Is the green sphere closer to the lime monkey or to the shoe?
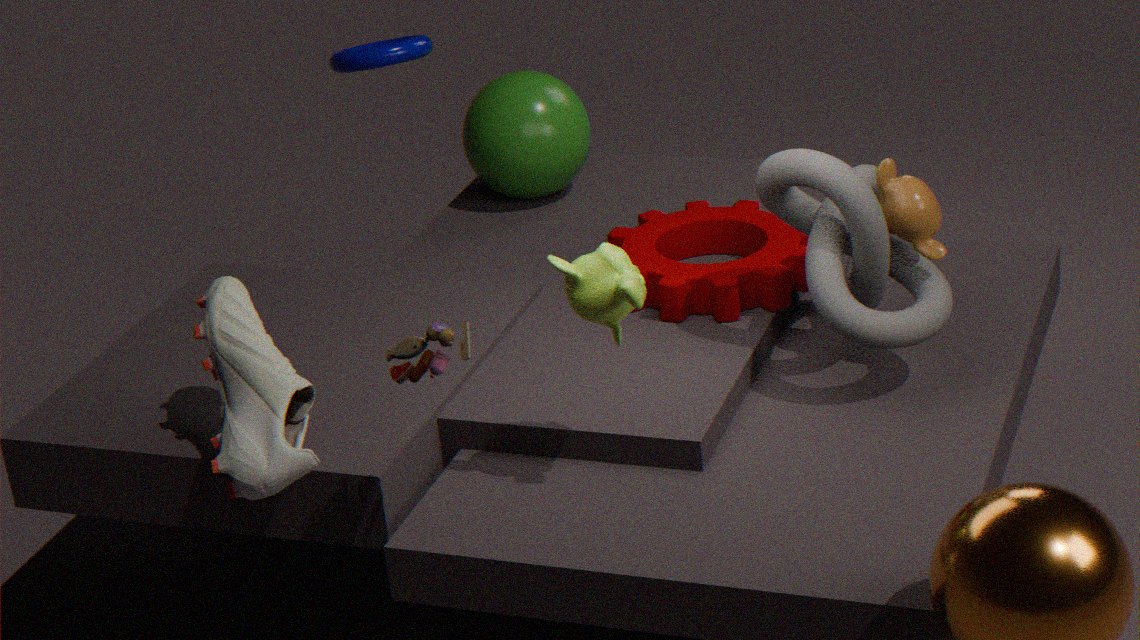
the shoe
